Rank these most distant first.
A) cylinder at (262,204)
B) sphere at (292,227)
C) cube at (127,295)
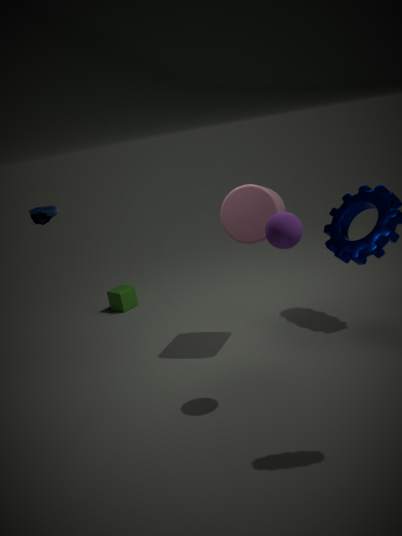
1. C. cube at (127,295)
2. A. cylinder at (262,204)
3. B. sphere at (292,227)
